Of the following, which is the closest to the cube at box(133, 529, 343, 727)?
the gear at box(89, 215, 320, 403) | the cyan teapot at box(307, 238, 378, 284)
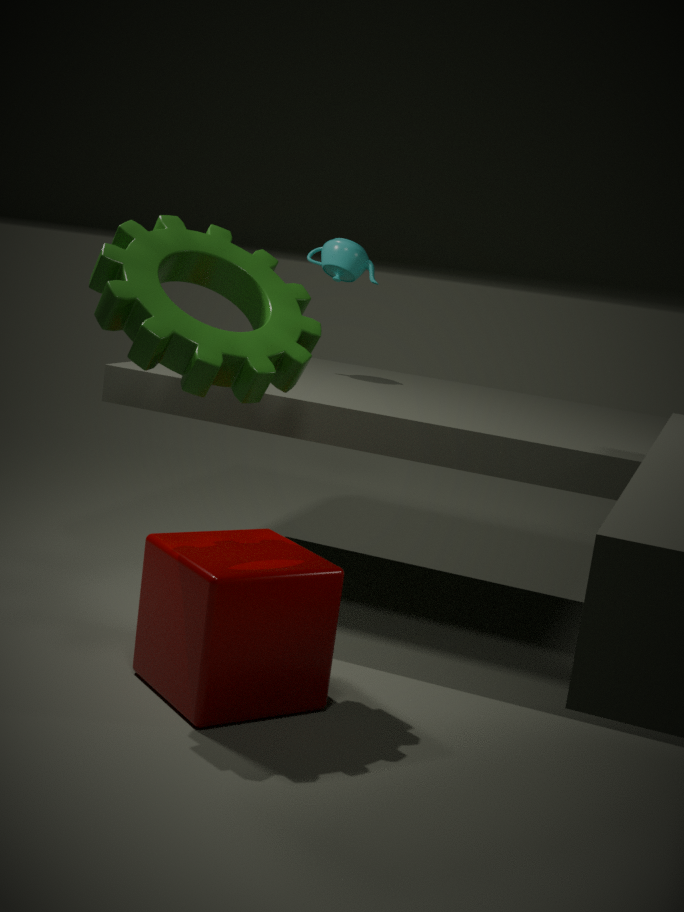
the gear at box(89, 215, 320, 403)
